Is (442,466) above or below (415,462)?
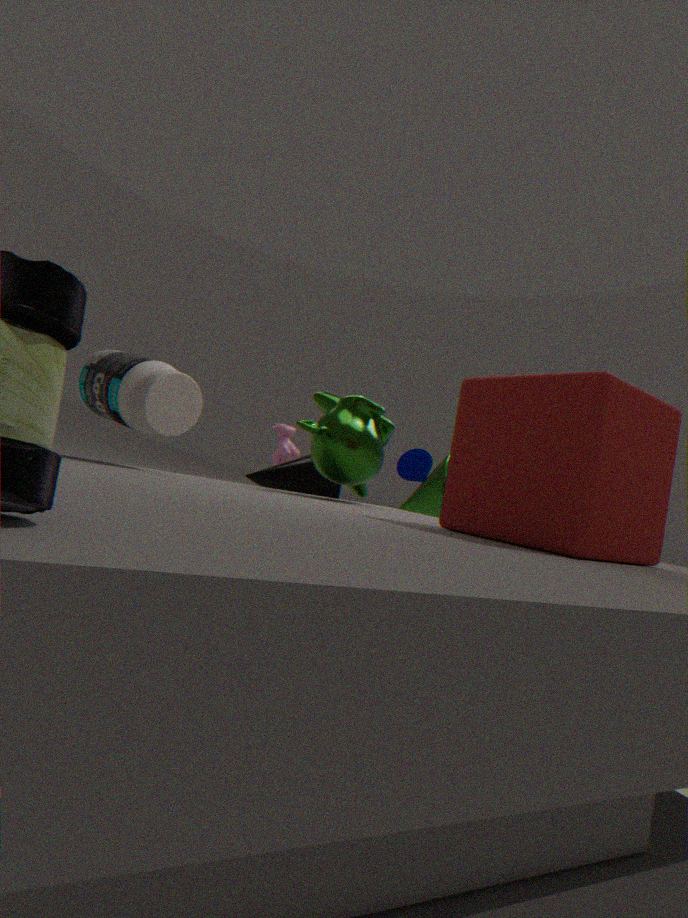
below
